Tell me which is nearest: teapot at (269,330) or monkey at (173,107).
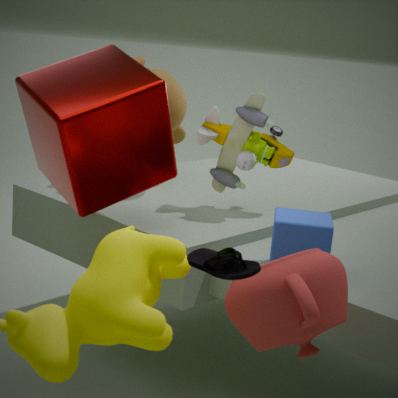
teapot at (269,330)
